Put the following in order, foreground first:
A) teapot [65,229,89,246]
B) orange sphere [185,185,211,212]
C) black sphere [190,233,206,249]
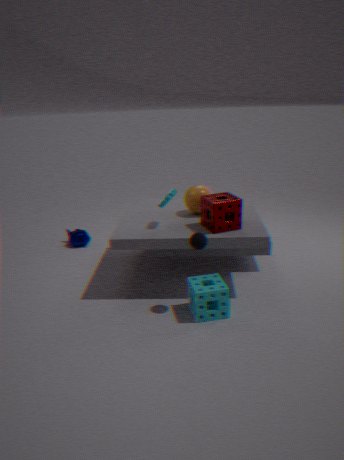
black sphere [190,233,206,249], orange sphere [185,185,211,212], teapot [65,229,89,246]
